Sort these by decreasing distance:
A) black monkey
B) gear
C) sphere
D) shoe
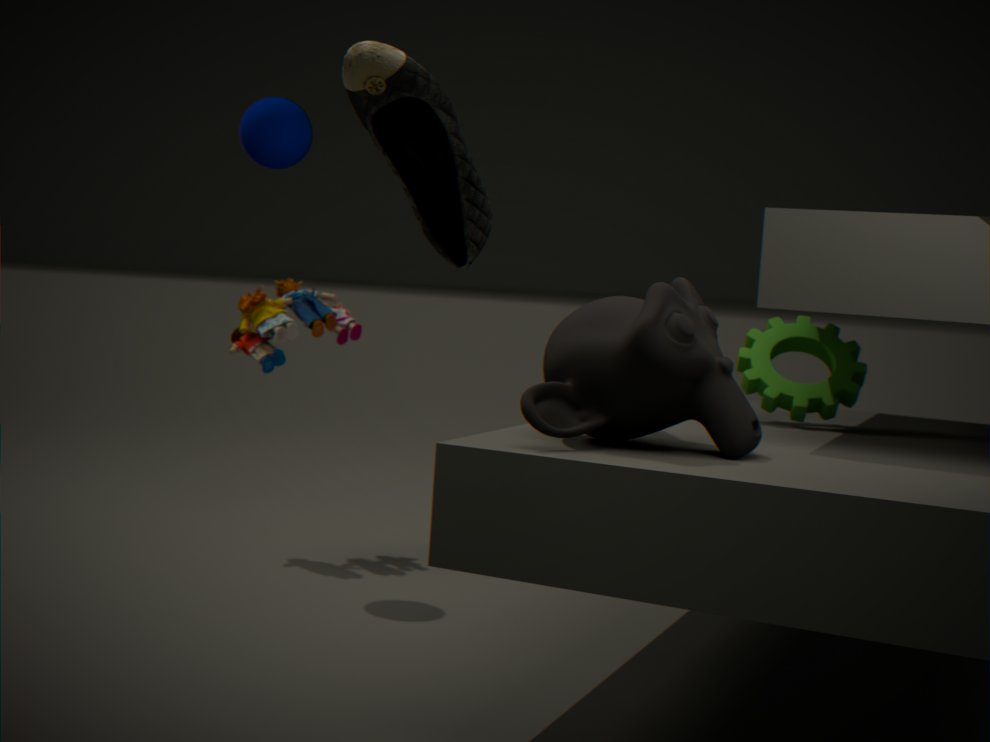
C. sphere
B. gear
A. black monkey
D. shoe
